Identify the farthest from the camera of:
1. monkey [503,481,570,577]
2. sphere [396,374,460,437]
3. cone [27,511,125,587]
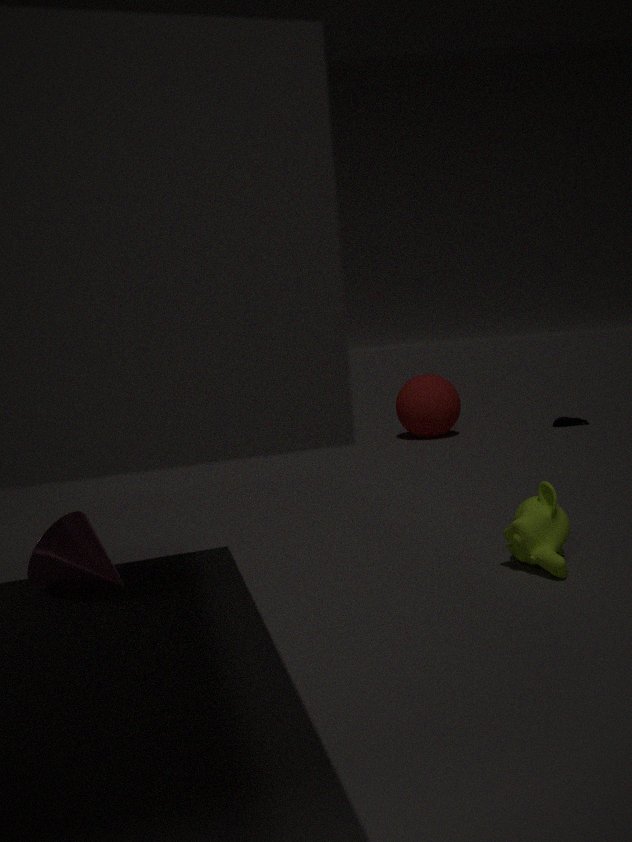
sphere [396,374,460,437]
